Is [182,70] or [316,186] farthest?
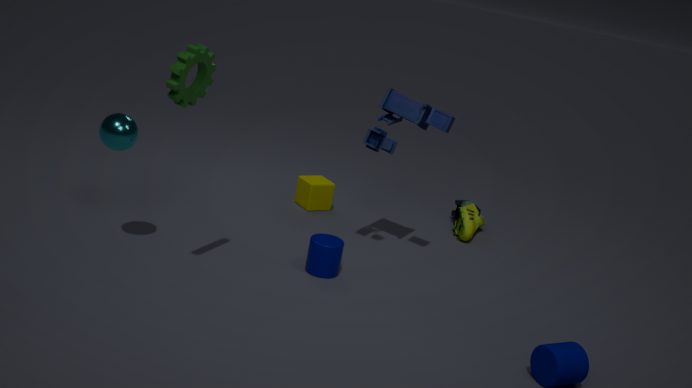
[316,186]
